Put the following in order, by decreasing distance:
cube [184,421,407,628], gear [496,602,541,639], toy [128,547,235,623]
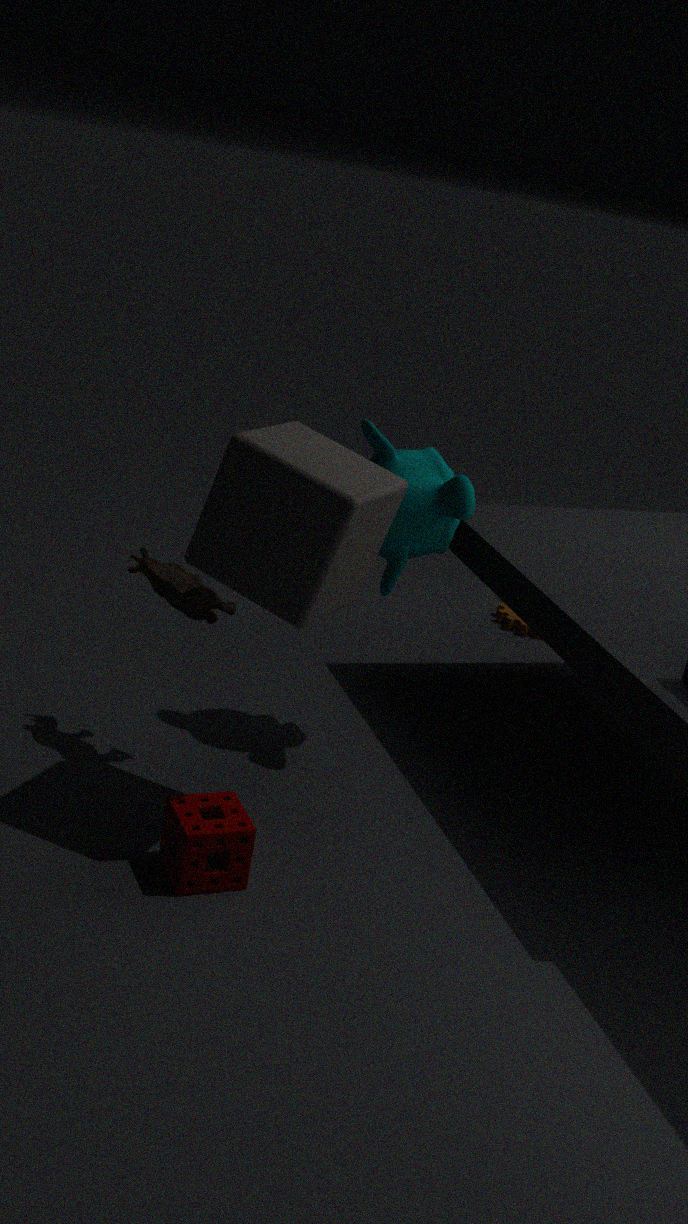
gear [496,602,541,639] < toy [128,547,235,623] < cube [184,421,407,628]
